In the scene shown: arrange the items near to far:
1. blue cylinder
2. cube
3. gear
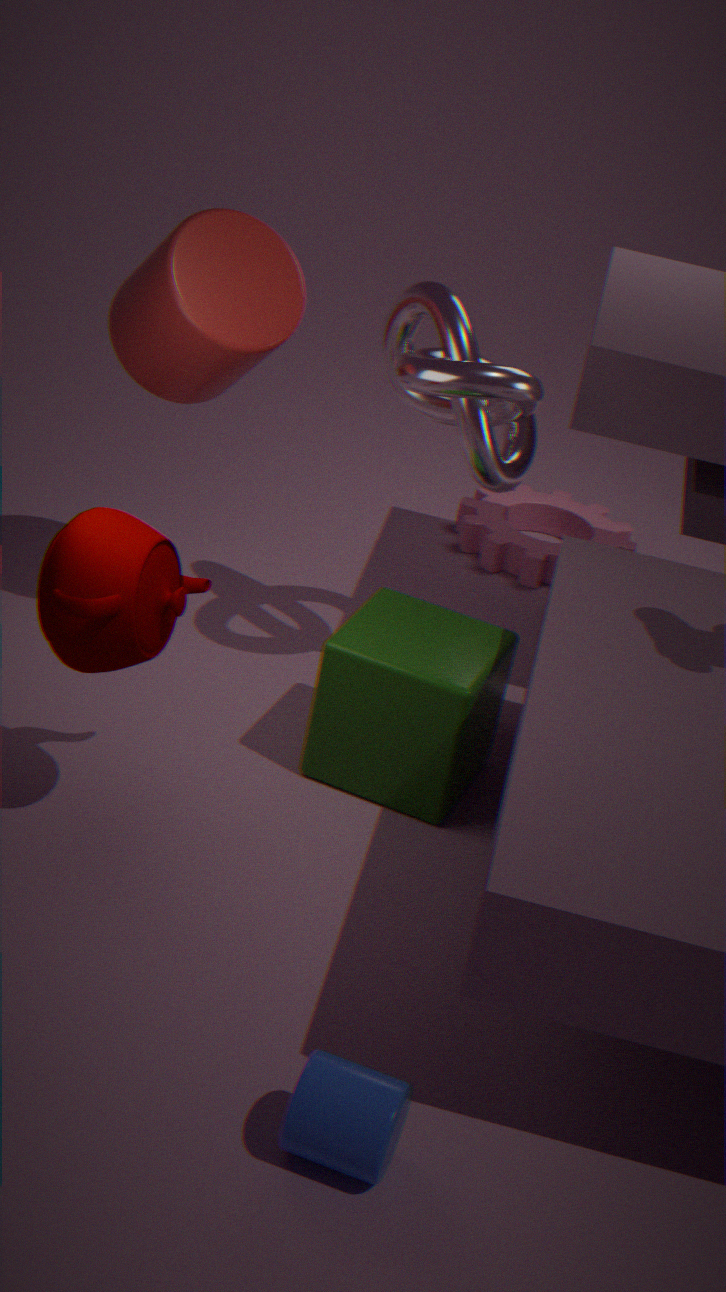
blue cylinder → cube → gear
